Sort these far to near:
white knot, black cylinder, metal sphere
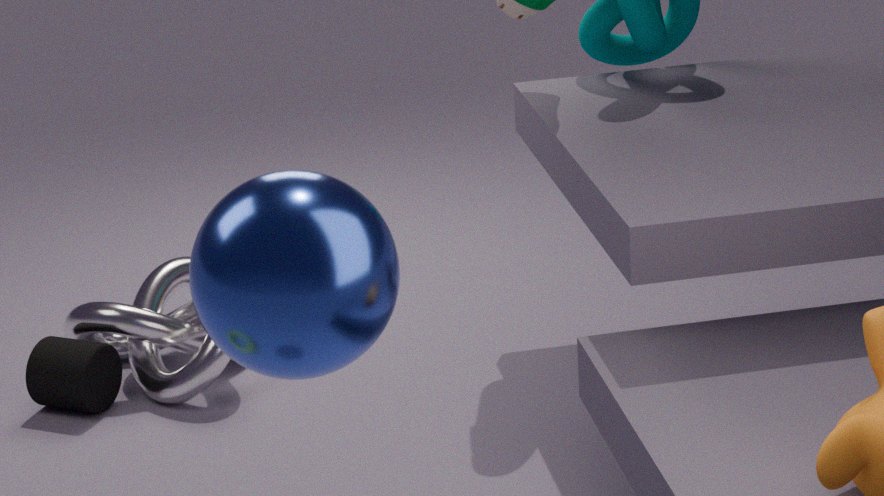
white knot < black cylinder < metal sphere
